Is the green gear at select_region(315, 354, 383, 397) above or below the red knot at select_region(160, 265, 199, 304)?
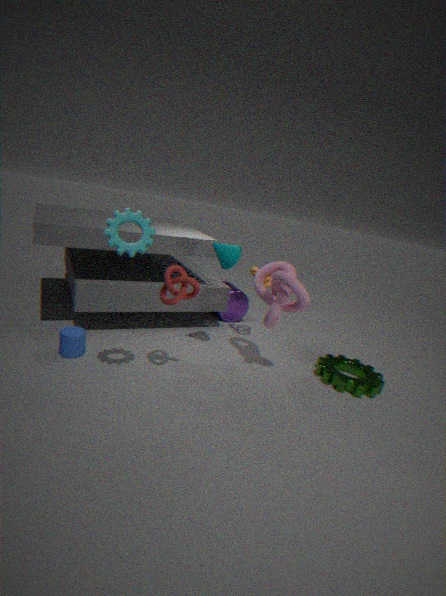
below
